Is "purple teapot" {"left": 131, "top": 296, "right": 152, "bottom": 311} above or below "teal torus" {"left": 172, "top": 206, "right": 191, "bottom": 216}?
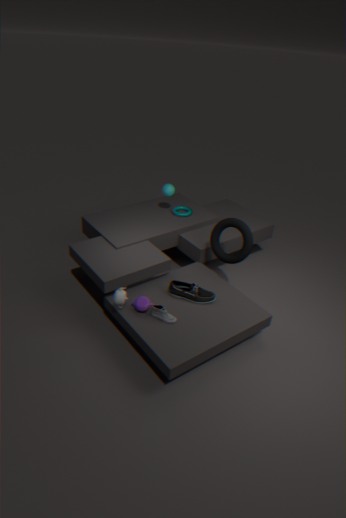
below
